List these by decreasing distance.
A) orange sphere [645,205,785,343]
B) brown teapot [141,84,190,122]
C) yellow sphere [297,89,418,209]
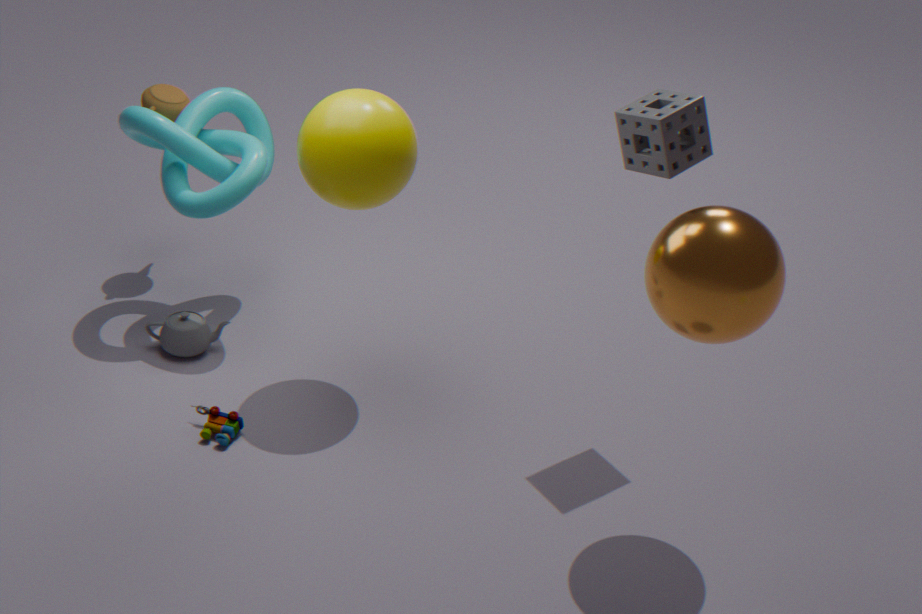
brown teapot [141,84,190,122] < yellow sphere [297,89,418,209] < orange sphere [645,205,785,343]
